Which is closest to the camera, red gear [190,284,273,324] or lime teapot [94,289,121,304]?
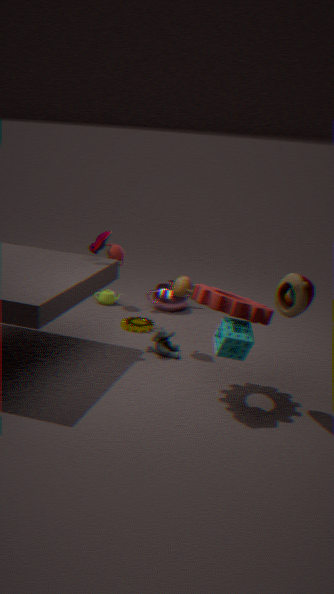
red gear [190,284,273,324]
